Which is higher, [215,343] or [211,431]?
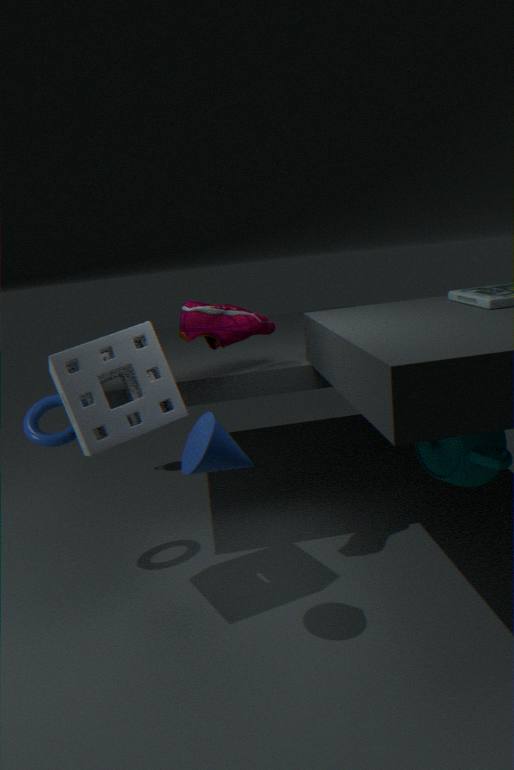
[215,343]
